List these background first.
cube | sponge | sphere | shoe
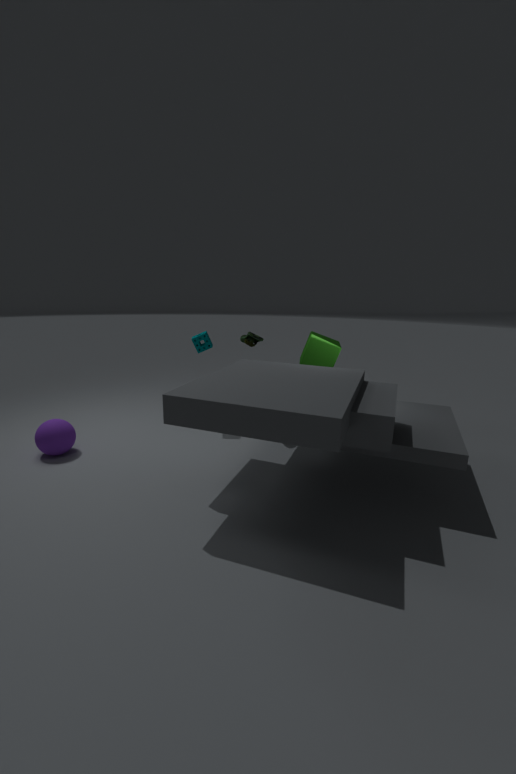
1. sponge
2. cube
3. shoe
4. sphere
